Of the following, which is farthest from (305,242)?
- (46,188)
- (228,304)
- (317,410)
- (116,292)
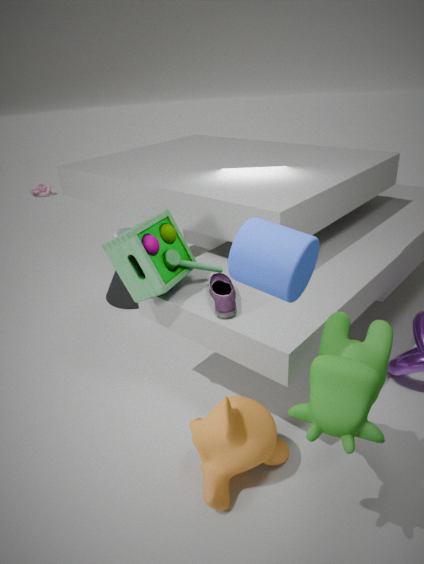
(46,188)
